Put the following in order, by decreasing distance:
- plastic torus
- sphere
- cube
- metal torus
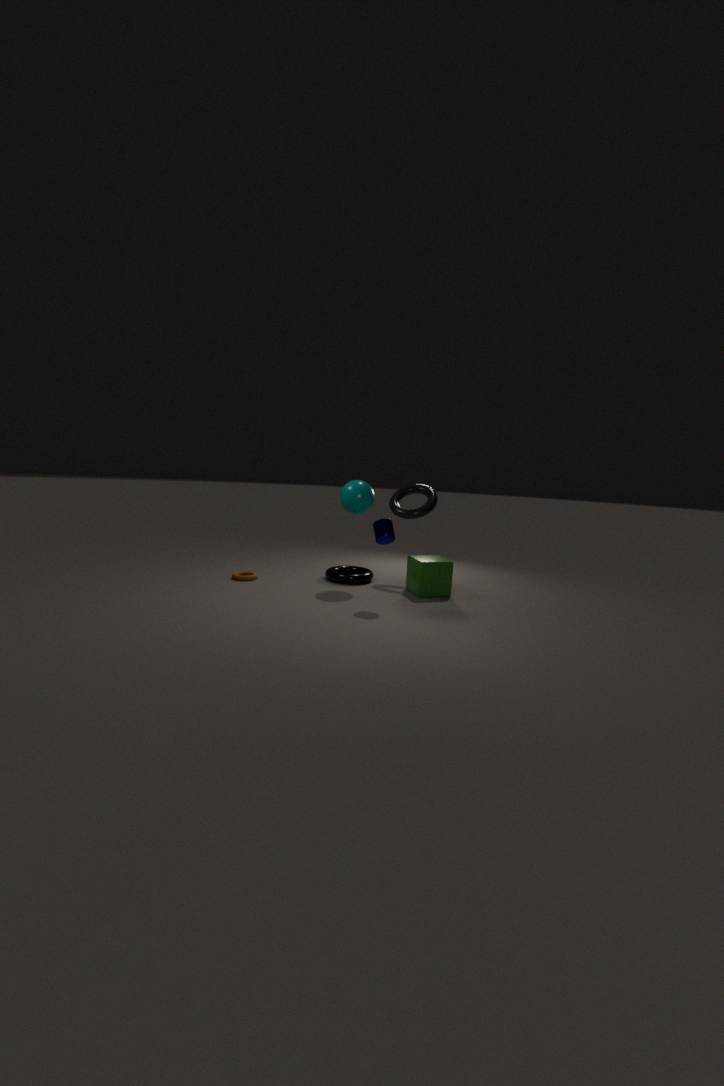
plastic torus, metal torus, sphere, cube
